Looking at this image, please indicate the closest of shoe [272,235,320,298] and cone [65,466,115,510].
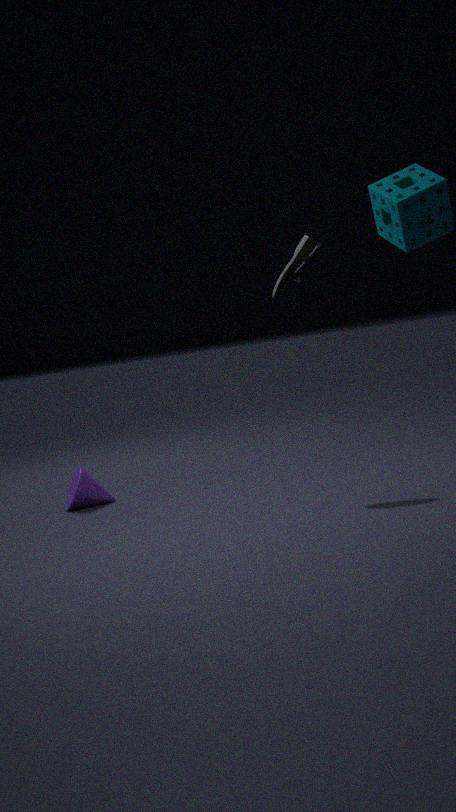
shoe [272,235,320,298]
